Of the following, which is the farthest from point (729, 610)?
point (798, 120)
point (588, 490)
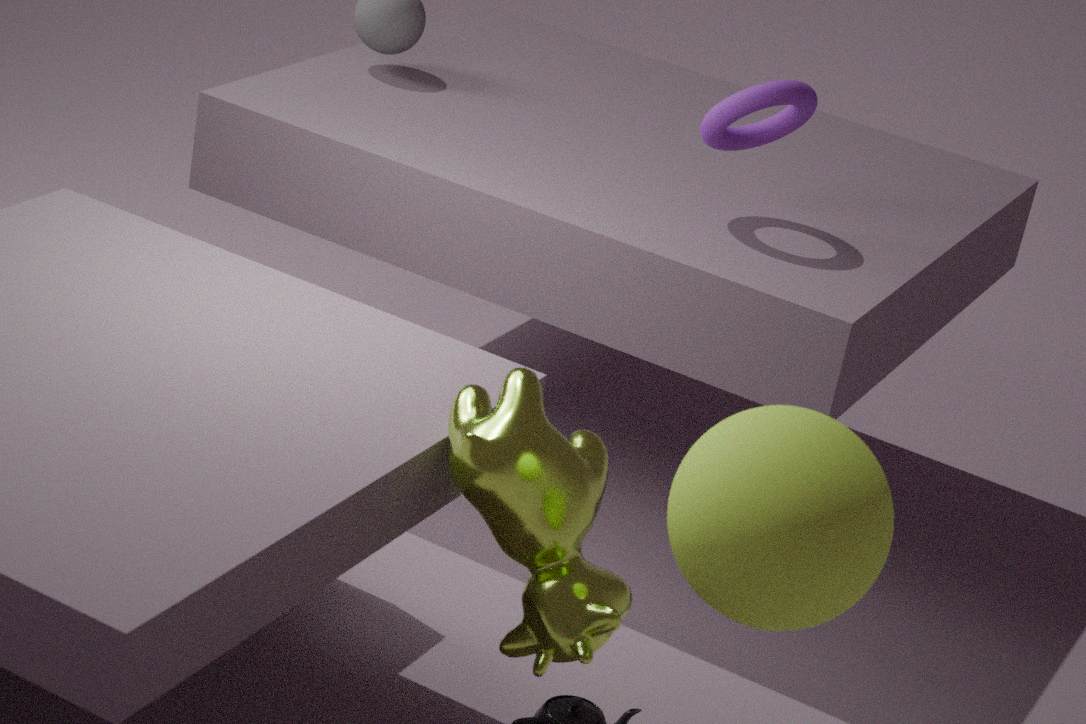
point (798, 120)
